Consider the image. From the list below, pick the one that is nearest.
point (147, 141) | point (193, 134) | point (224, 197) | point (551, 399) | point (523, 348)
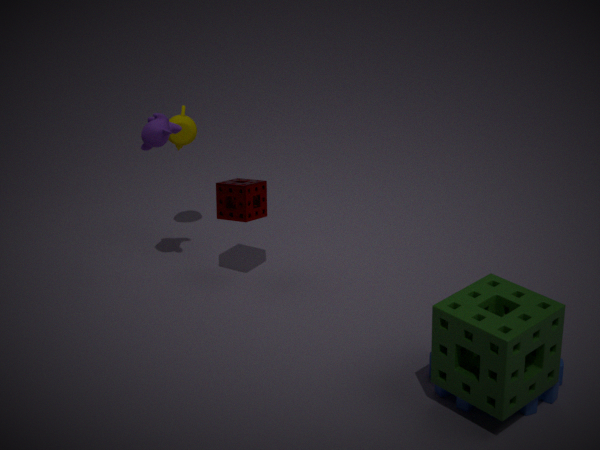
point (523, 348)
